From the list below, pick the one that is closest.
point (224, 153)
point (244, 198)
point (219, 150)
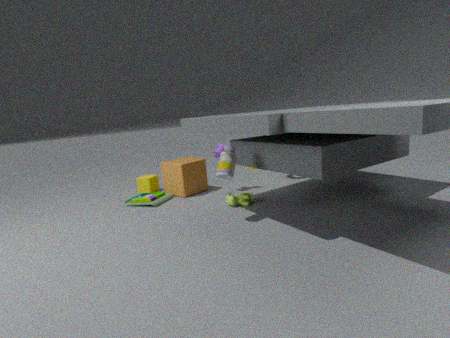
point (224, 153)
